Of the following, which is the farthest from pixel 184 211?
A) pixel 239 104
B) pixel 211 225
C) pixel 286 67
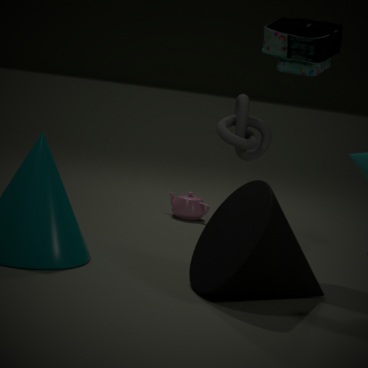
pixel 211 225
